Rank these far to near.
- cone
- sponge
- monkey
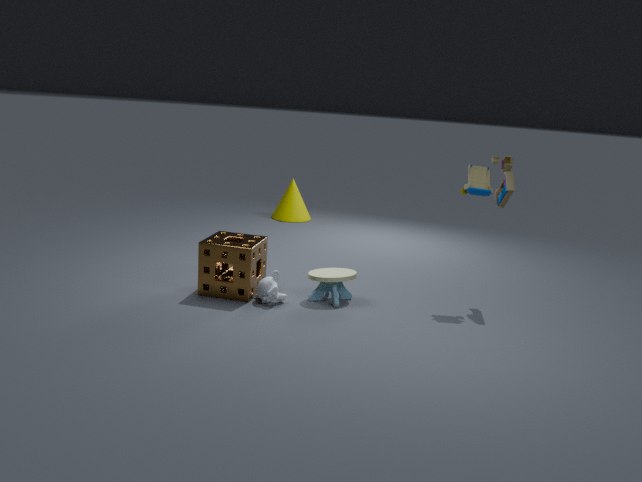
cone, sponge, monkey
